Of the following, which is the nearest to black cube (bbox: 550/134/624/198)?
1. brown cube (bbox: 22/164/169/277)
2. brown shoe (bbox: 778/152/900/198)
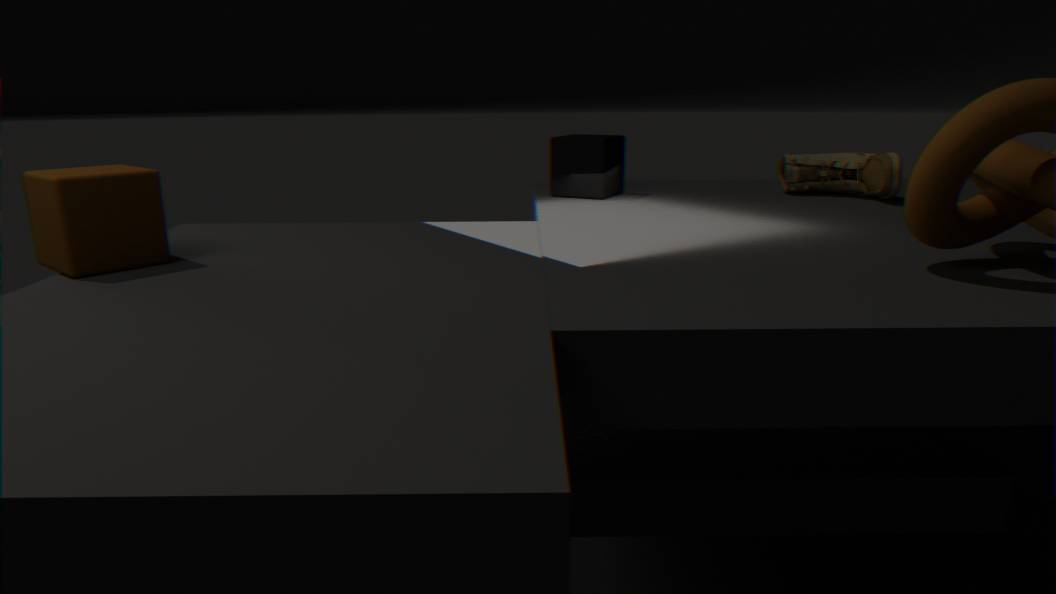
brown shoe (bbox: 778/152/900/198)
